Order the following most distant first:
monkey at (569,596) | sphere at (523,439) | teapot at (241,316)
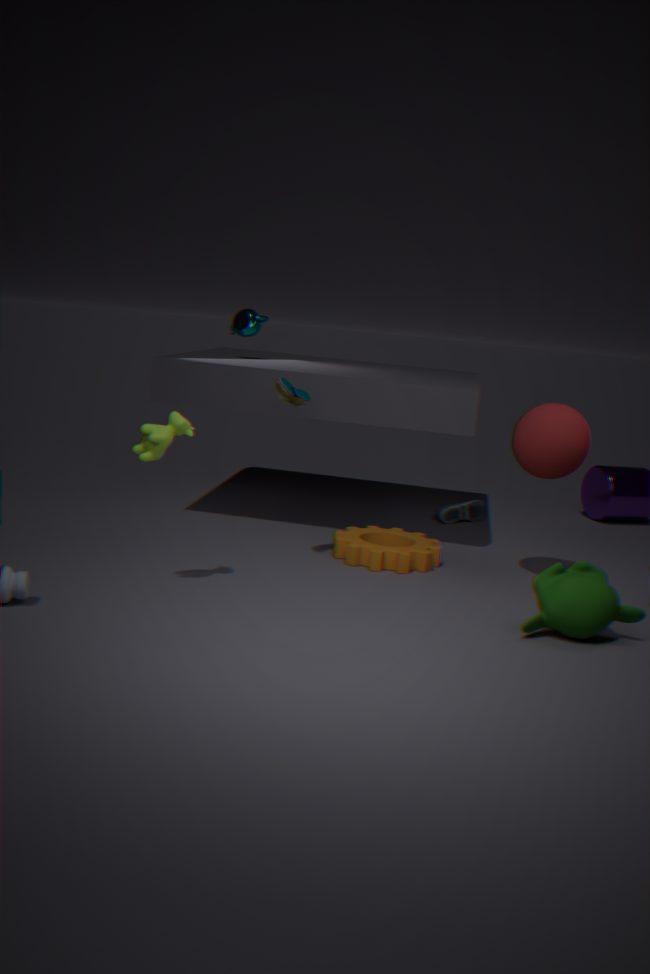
teapot at (241,316), sphere at (523,439), monkey at (569,596)
